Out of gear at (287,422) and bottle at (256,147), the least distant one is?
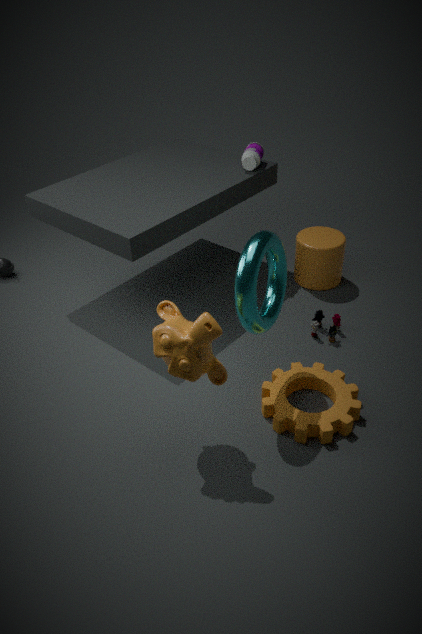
gear at (287,422)
